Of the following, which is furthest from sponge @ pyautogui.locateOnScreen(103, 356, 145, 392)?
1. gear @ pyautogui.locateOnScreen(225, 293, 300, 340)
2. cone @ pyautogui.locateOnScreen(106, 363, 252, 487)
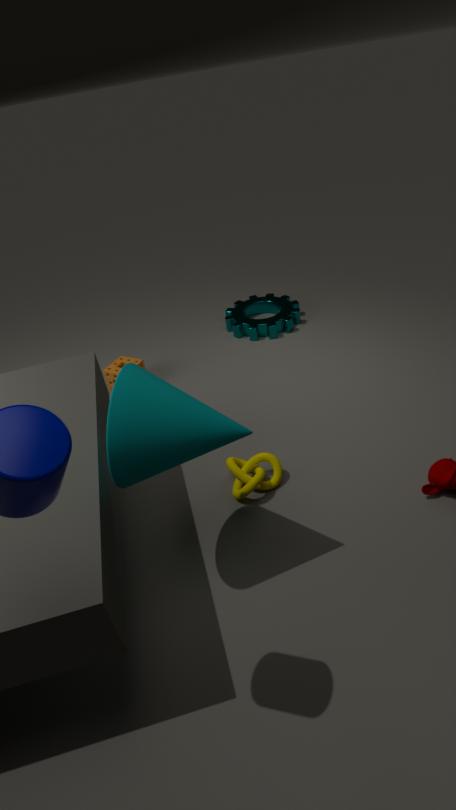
cone @ pyautogui.locateOnScreen(106, 363, 252, 487)
